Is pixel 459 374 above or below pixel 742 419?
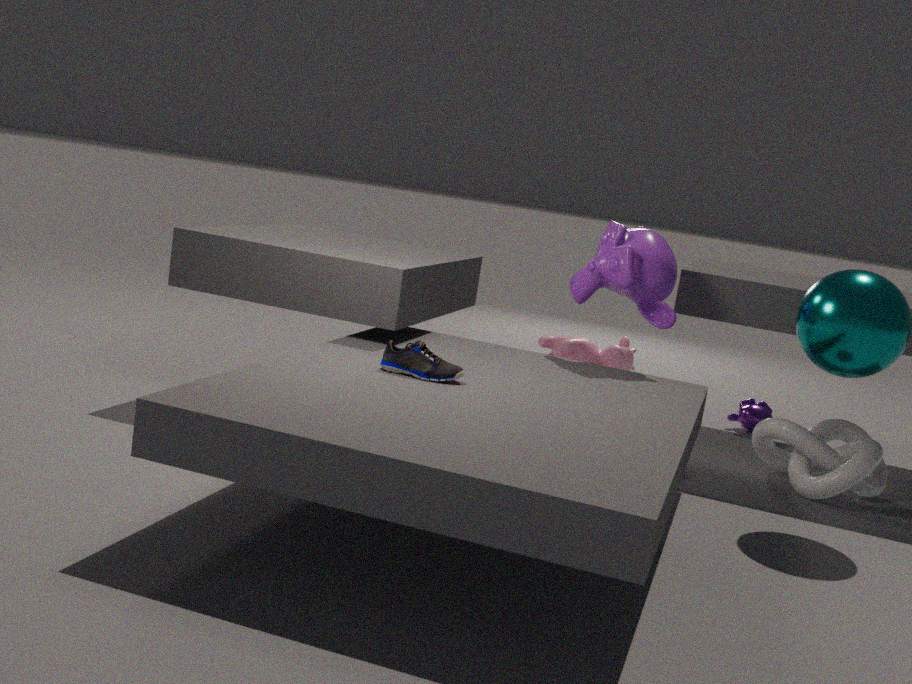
above
